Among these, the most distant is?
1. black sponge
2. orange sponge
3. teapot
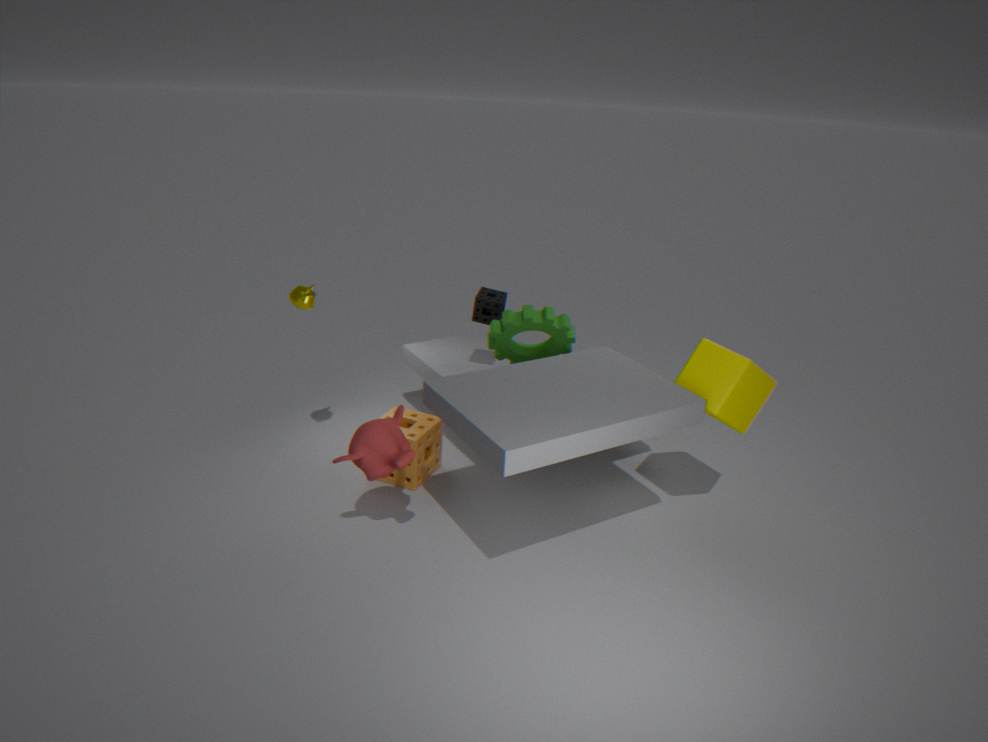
black sponge
